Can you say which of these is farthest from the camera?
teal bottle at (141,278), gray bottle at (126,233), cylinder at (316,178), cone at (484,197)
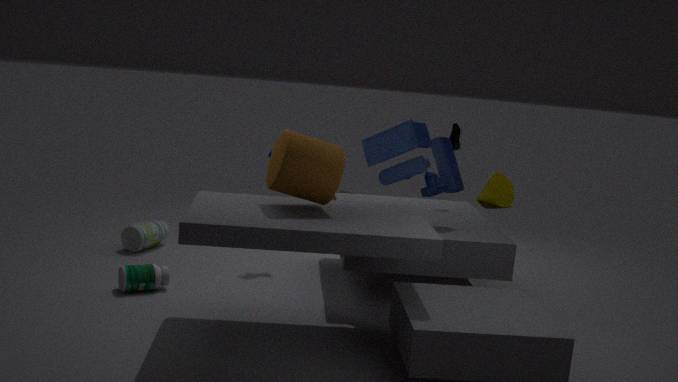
cone at (484,197)
